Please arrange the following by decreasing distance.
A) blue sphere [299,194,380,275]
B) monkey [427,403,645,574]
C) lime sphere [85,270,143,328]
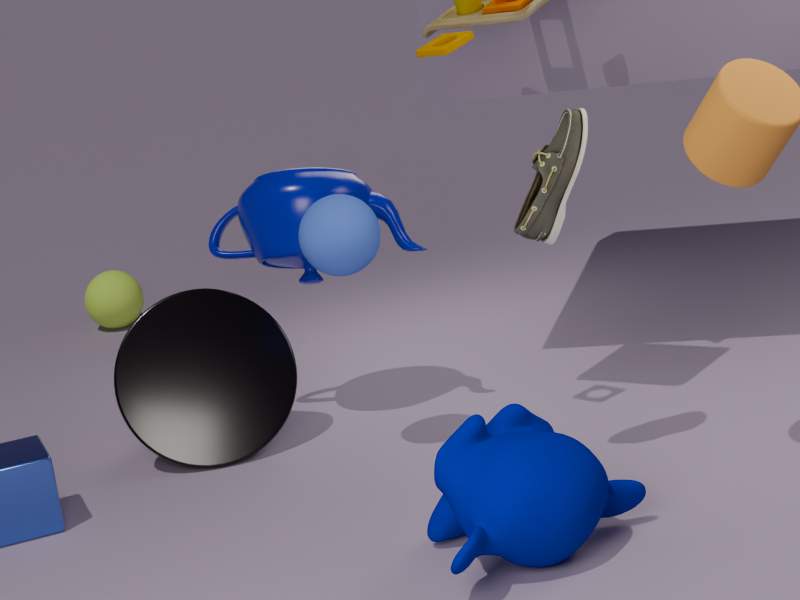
lime sphere [85,270,143,328] < blue sphere [299,194,380,275] < monkey [427,403,645,574]
